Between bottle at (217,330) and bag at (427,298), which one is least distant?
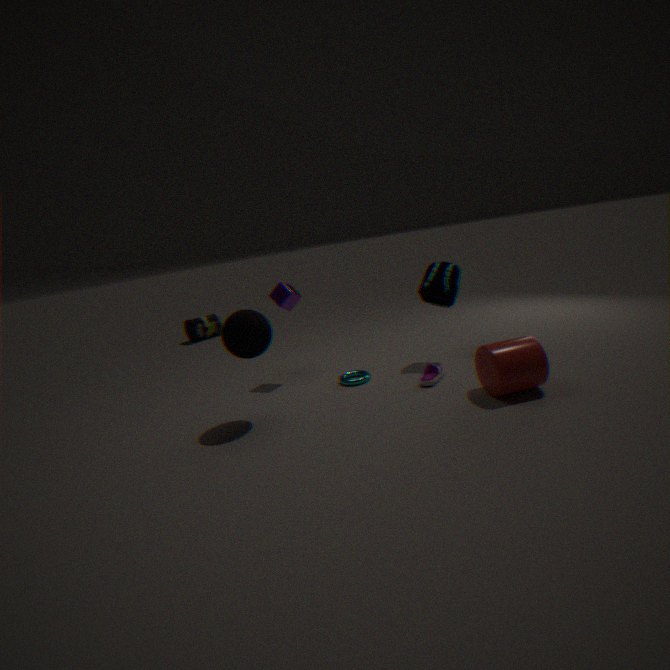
bag at (427,298)
